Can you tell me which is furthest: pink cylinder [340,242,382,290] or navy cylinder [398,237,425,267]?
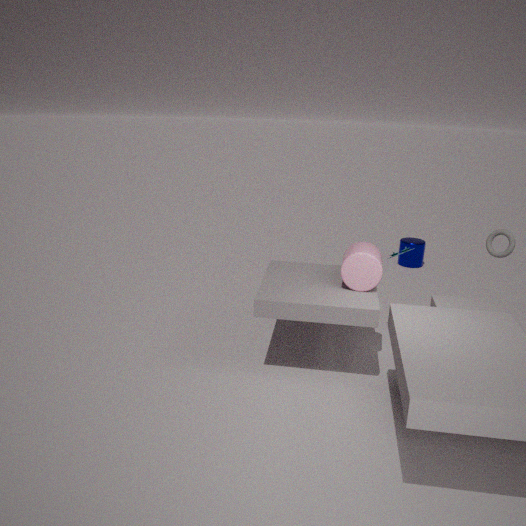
navy cylinder [398,237,425,267]
